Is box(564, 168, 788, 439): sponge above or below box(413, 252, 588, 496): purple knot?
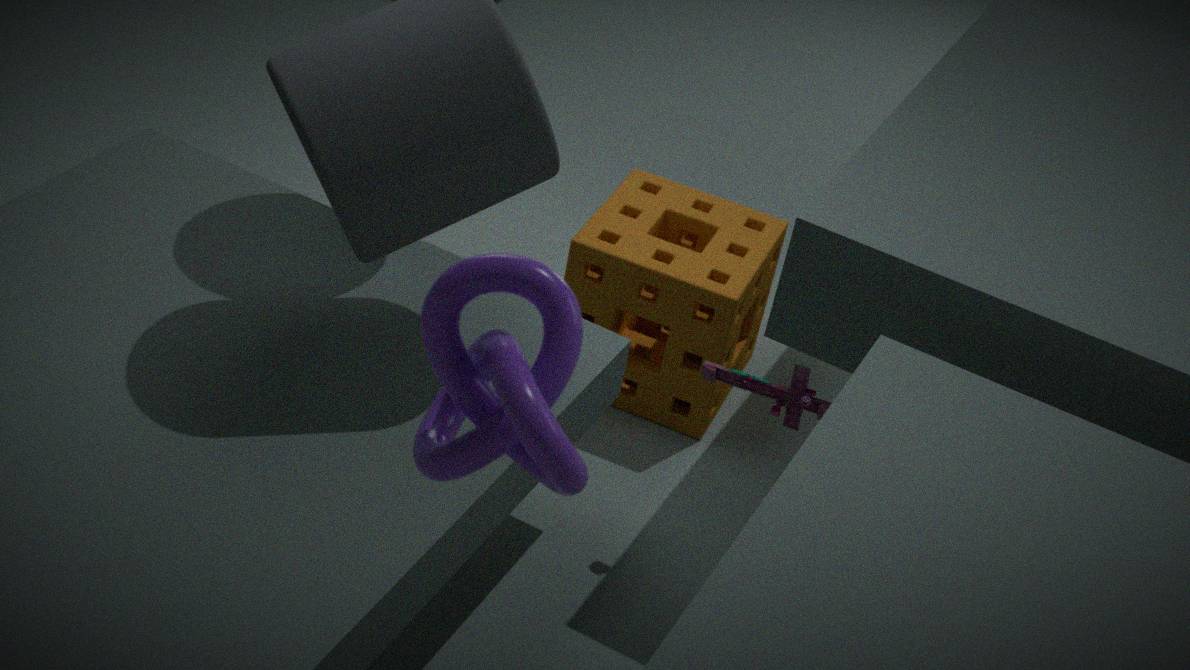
below
